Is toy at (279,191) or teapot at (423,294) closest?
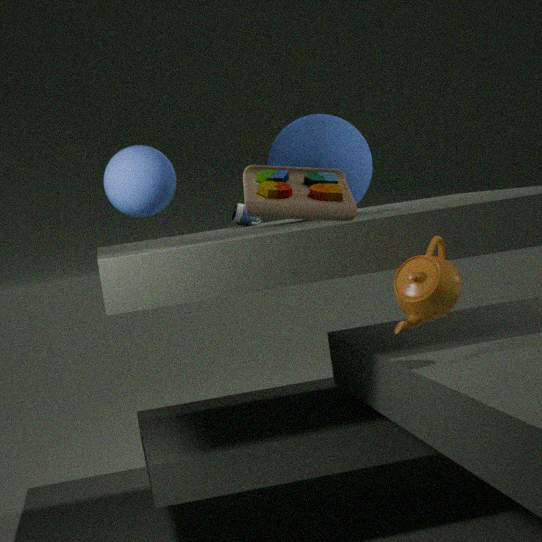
toy at (279,191)
